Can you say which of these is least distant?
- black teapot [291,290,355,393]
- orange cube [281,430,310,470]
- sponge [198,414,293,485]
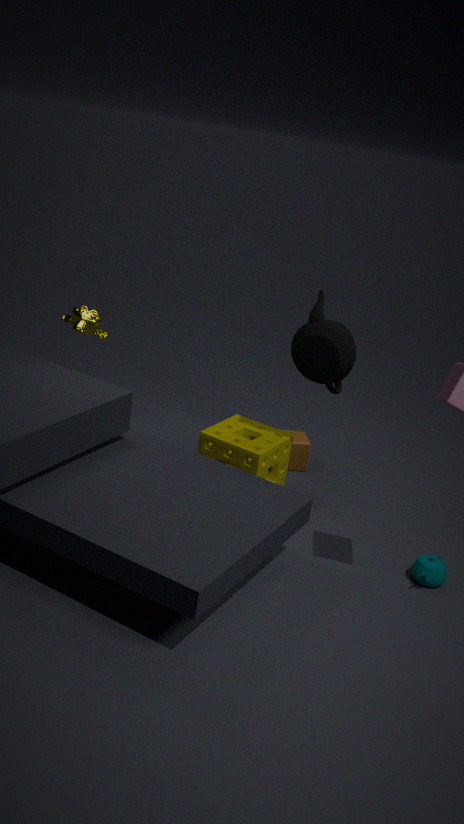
black teapot [291,290,355,393]
